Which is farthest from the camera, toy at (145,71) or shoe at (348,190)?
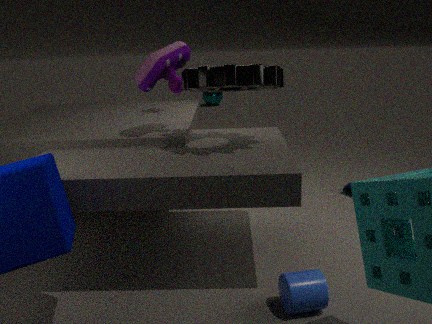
shoe at (348,190)
